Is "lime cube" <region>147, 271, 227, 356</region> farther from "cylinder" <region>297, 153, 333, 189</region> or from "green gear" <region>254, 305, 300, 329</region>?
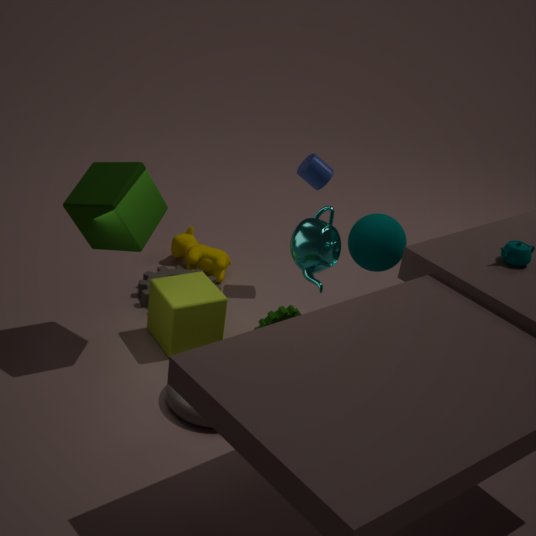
"cylinder" <region>297, 153, 333, 189</region>
